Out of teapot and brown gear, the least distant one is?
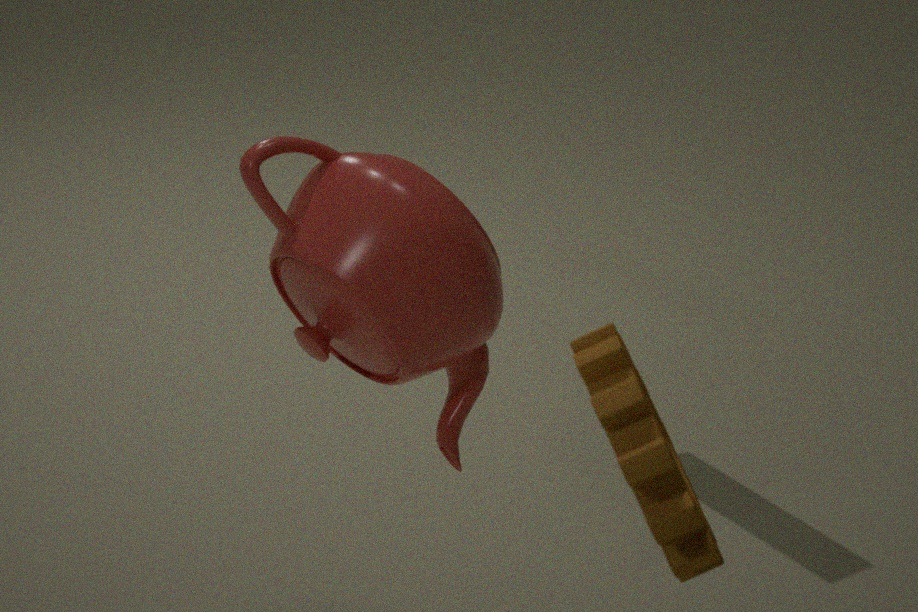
brown gear
